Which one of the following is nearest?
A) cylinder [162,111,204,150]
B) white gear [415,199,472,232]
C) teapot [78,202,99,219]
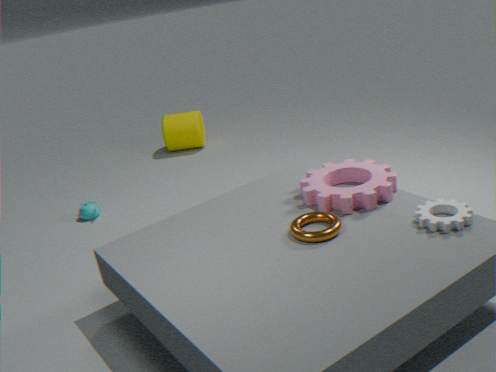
white gear [415,199,472,232]
